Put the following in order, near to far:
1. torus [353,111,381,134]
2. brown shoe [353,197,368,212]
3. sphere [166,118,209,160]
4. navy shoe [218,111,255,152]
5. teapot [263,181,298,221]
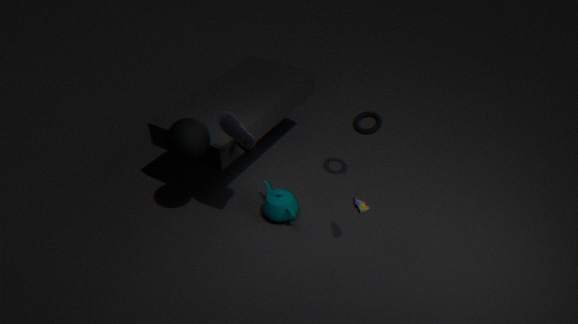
navy shoe [218,111,255,152] → sphere [166,118,209,160] → brown shoe [353,197,368,212] → teapot [263,181,298,221] → torus [353,111,381,134]
